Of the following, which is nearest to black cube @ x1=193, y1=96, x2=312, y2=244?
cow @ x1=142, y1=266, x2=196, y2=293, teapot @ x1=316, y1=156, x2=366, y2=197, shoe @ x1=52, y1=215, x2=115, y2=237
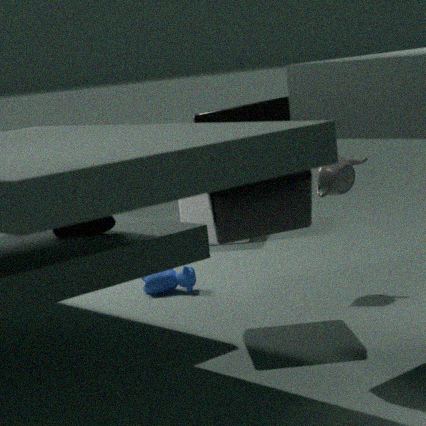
teapot @ x1=316, y1=156, x2=366, y2=197
